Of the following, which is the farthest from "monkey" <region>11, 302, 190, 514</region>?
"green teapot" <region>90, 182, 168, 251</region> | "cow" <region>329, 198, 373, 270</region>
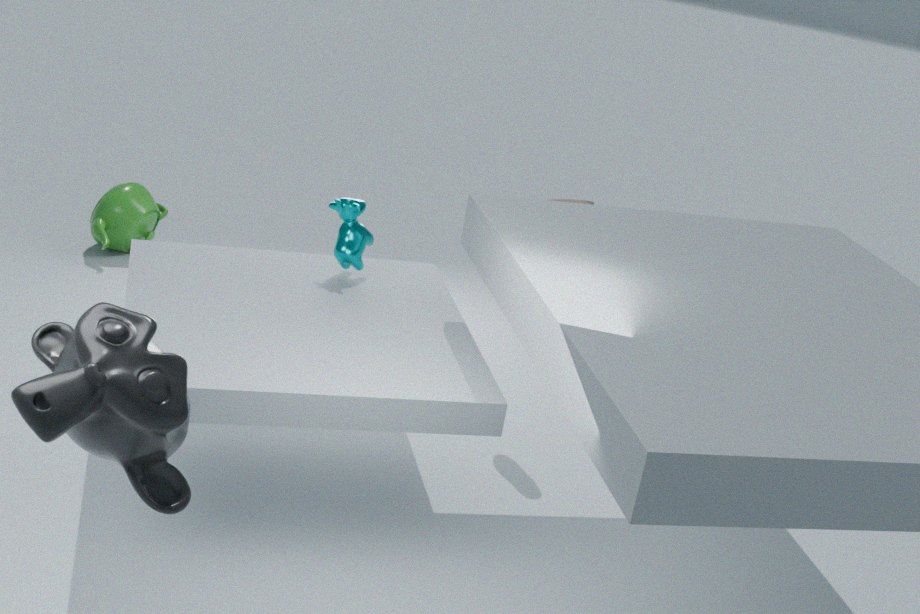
"green teapot" <region>90, 182, 168, 251</region>
